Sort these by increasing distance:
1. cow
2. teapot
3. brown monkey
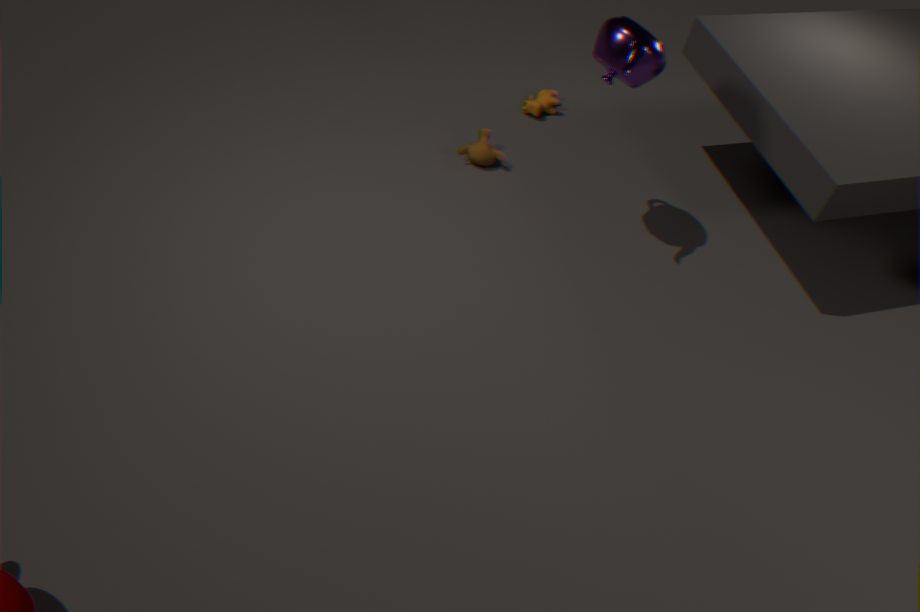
teapot, brown monkey, cow
